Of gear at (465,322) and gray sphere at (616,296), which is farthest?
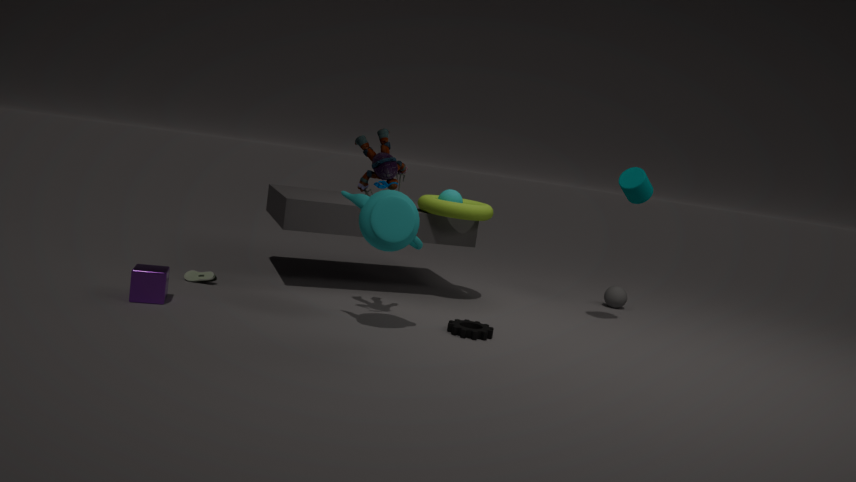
gray sphere at (616,296)
